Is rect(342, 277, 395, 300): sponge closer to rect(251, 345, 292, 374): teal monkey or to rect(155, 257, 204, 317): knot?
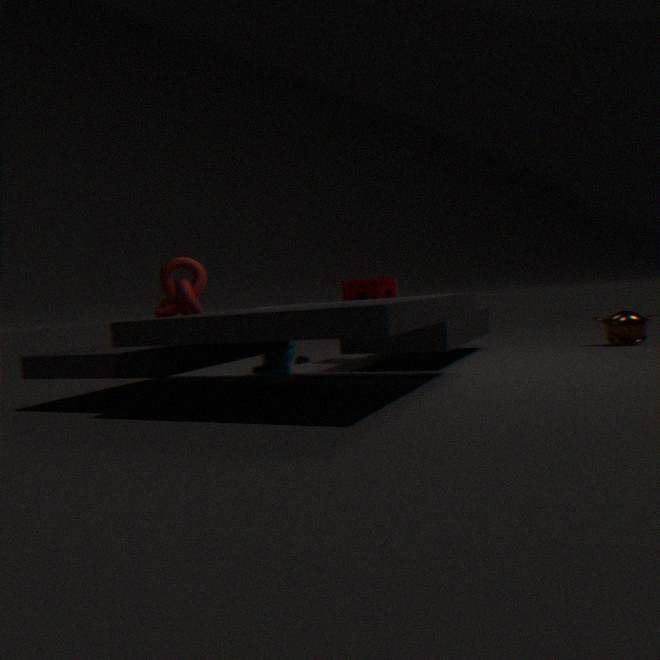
rect(251, 345, 292, 374): teal monkey
